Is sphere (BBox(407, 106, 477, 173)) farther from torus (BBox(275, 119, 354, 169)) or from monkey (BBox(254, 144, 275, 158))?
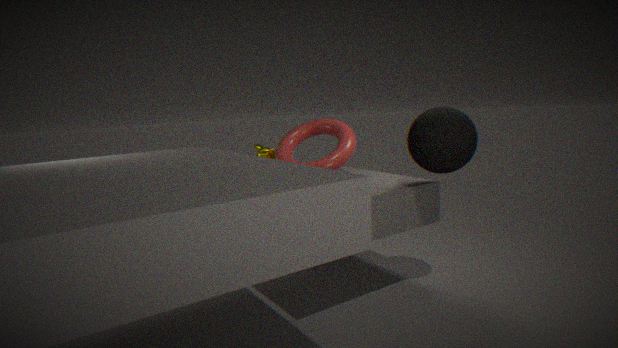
monkey (BBox(254, 144, 275, 158))
